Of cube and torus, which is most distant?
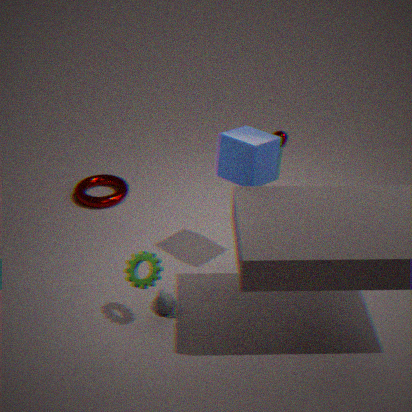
torus
